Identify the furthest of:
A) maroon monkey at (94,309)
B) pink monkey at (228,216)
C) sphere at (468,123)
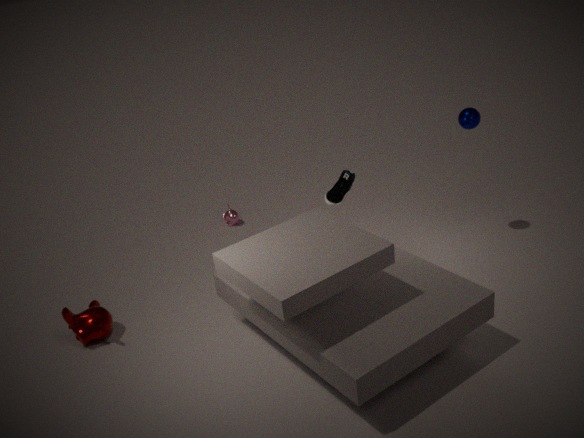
pink monkey at (228,216)
